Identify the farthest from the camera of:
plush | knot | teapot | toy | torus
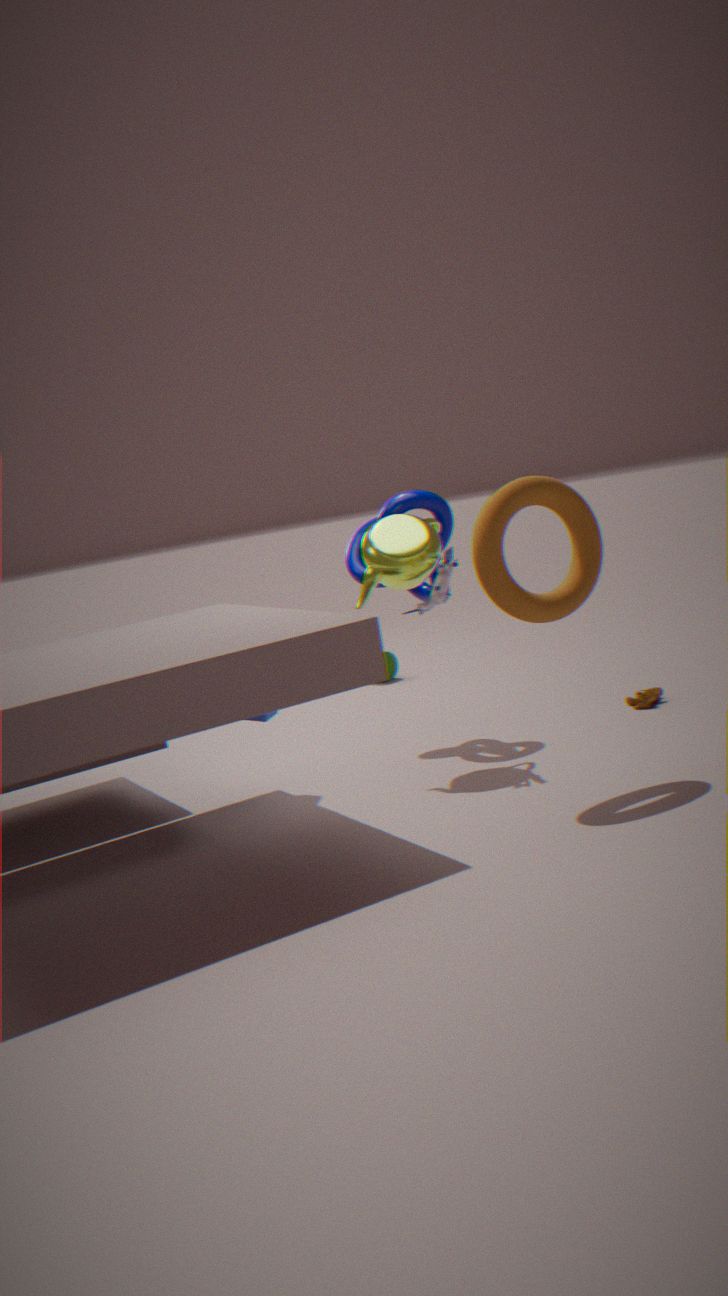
plush
